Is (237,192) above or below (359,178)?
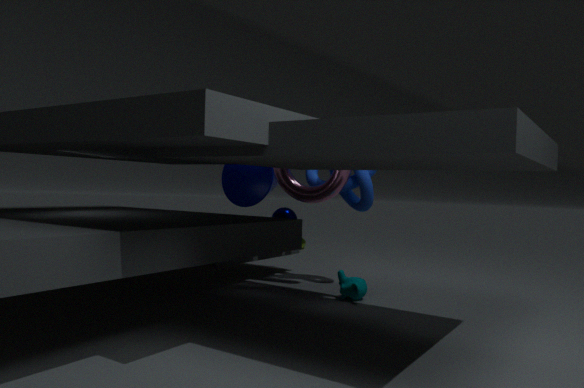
below
